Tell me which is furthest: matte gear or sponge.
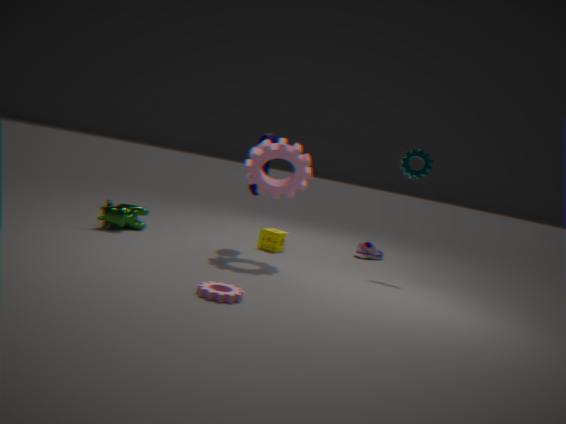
sponge
